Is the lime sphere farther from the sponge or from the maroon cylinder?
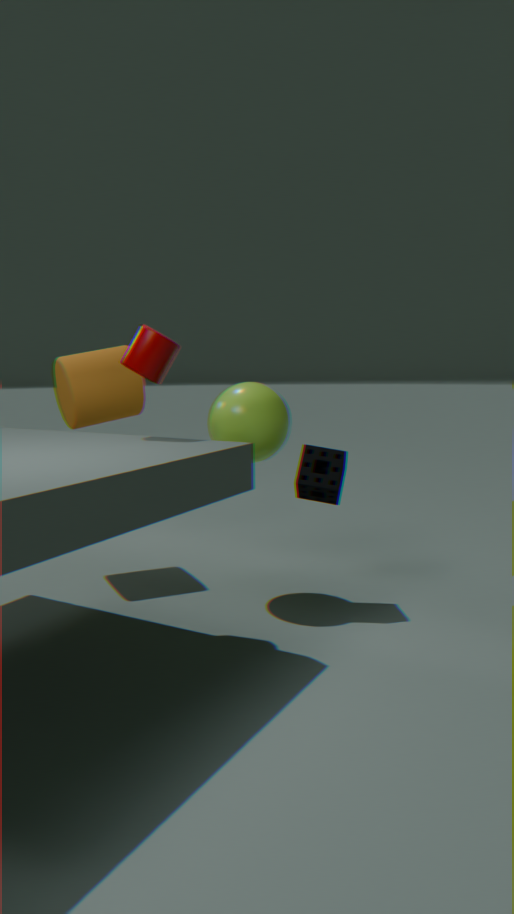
the maroon cylinder
